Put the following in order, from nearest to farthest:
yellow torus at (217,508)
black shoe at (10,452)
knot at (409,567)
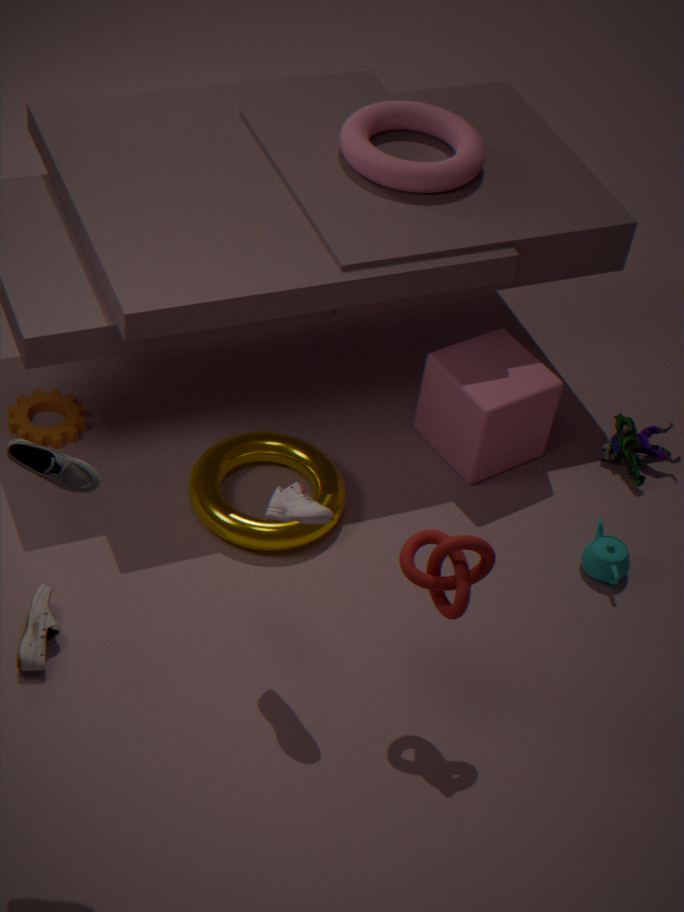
1. black shoe at (10,452)
2. knot at (409,567)
3. yellow torus at (217,508)
